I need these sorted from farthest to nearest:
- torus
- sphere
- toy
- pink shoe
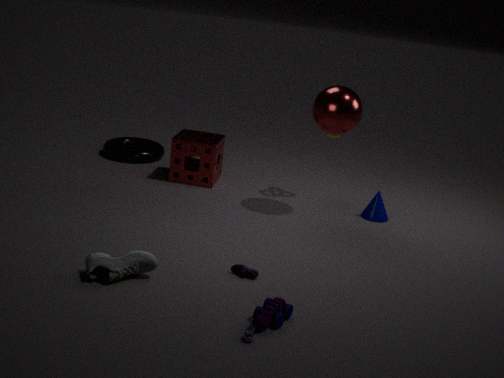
torus, sphere, pink shoe, toy
